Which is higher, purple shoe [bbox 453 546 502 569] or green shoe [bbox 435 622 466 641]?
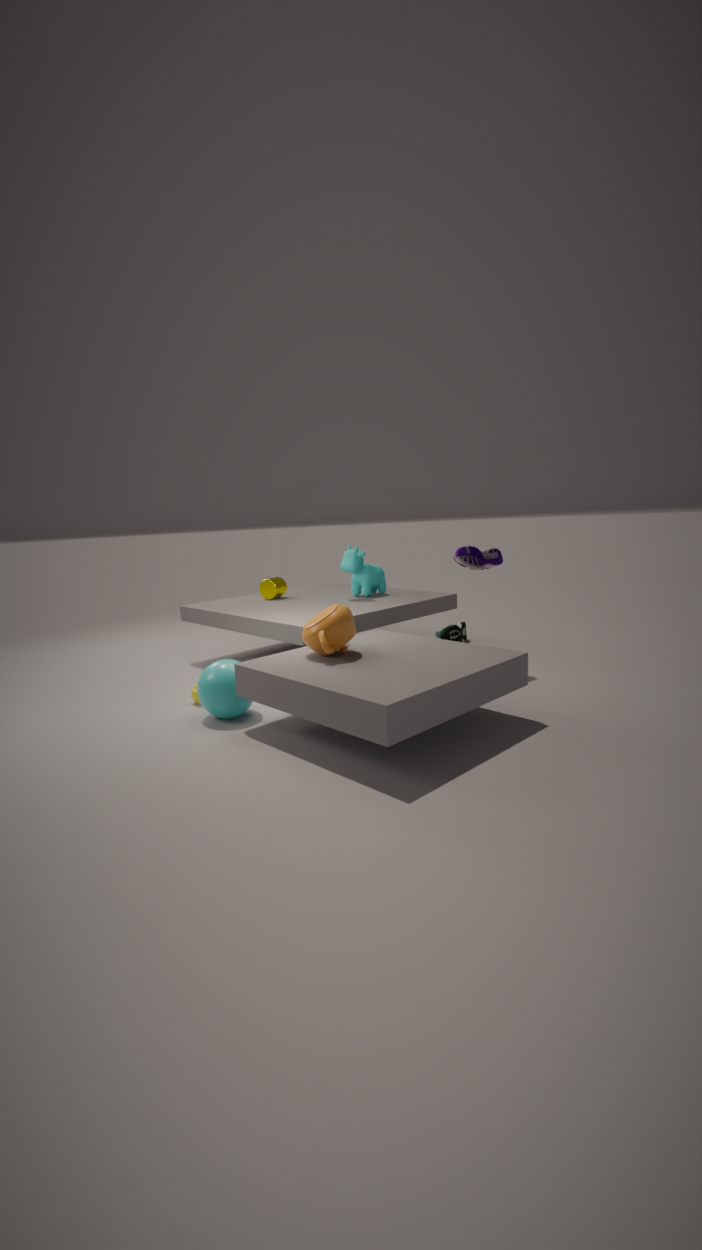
purple shoe [bbox 453 546 502 569]
